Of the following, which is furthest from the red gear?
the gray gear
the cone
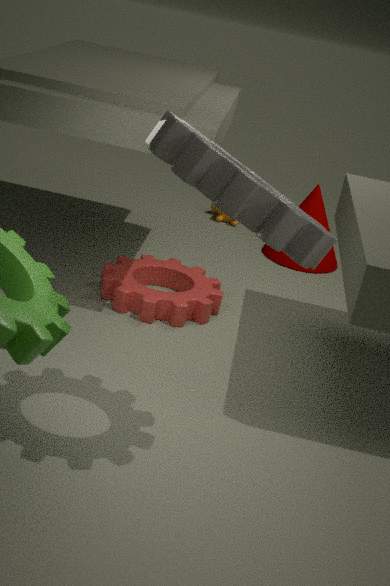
the gray gear
